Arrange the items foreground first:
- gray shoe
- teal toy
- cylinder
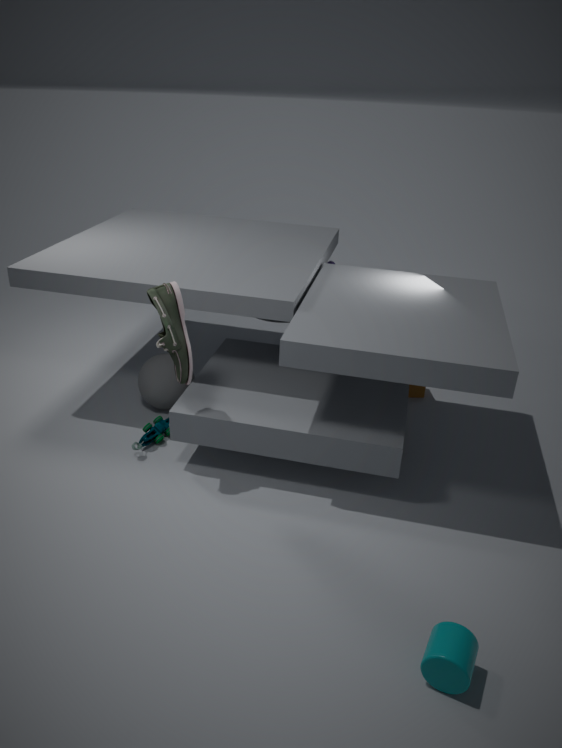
cylinder
gray shoe
teal toy
